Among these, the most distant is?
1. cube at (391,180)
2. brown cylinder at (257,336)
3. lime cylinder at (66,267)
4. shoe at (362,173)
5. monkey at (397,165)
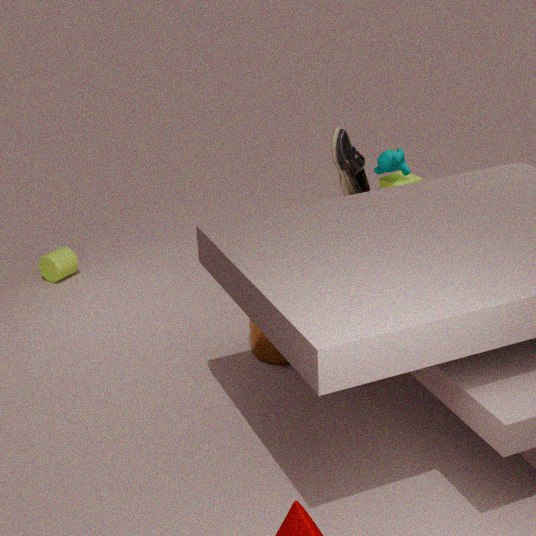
lime cylinder at (66,267)
